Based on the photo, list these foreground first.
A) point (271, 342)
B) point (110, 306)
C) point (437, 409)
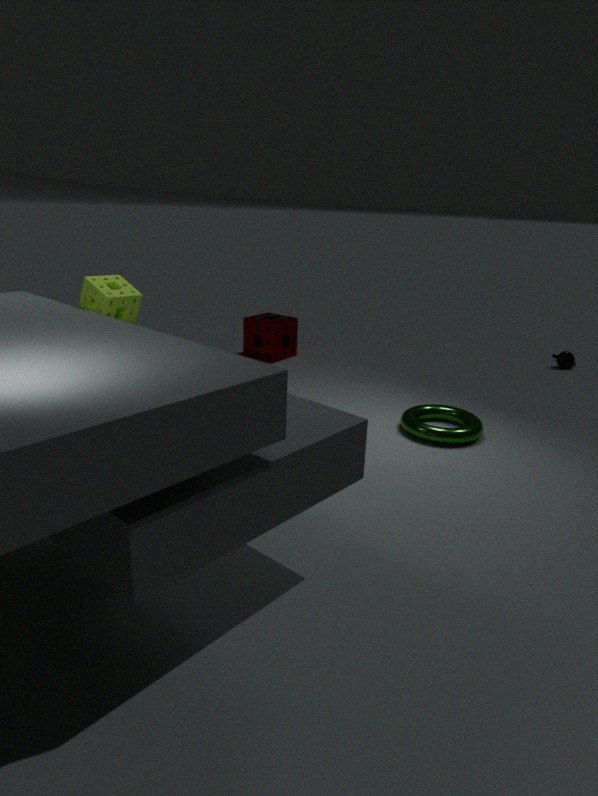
point (110, 306), point (437, 409), point (271, 342)
